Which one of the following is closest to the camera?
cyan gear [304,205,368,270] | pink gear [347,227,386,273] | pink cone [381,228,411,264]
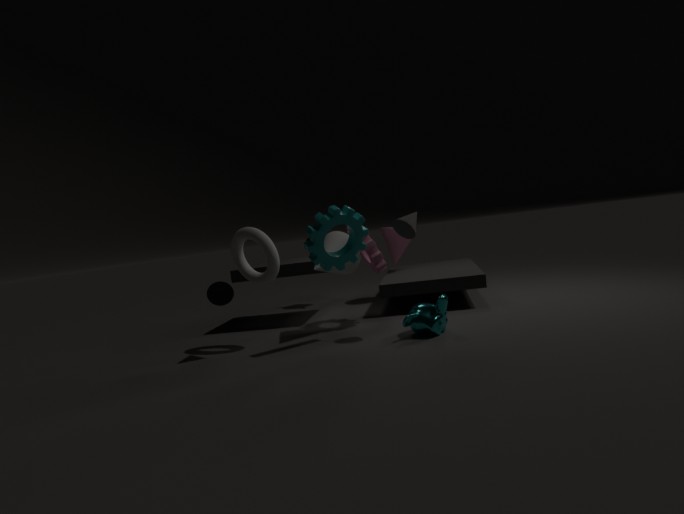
cyan gear [304,205,368,270]
